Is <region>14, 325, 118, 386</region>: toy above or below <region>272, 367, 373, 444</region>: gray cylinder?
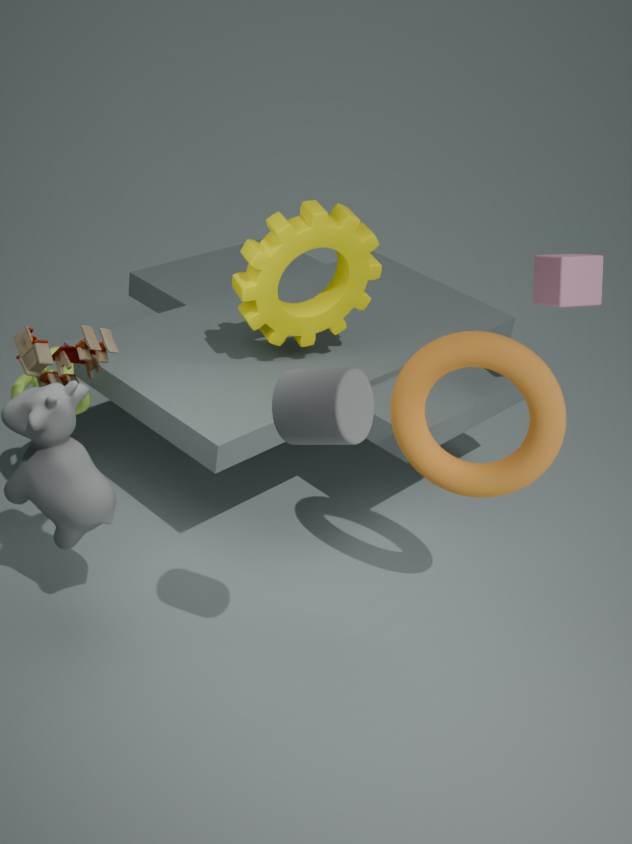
below
